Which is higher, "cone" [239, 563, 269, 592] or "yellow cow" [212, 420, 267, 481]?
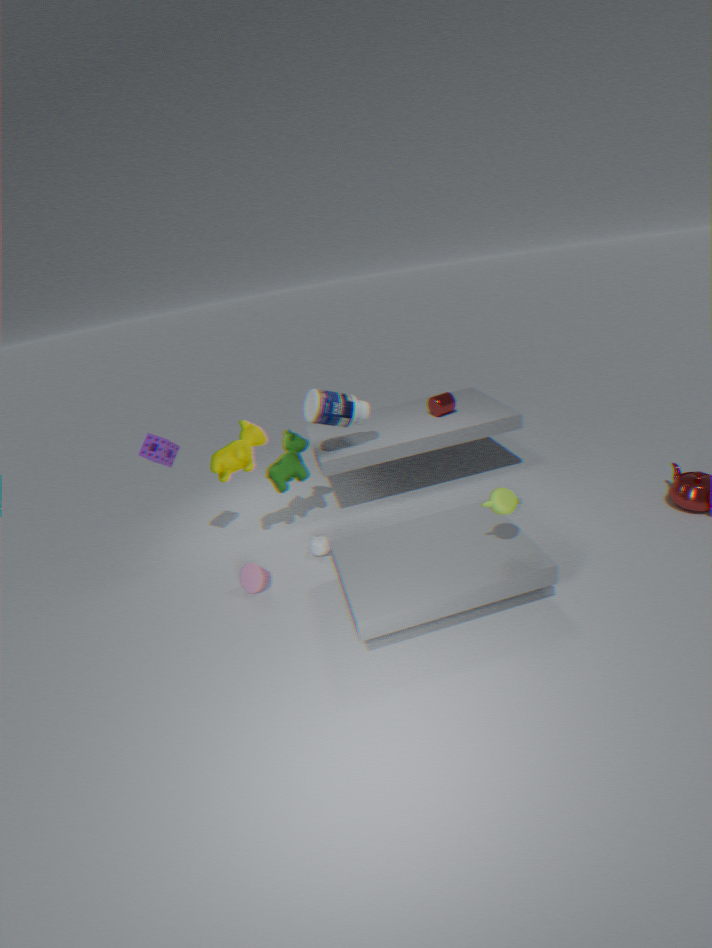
"yellow cow" [212, 420, 267, 481]
